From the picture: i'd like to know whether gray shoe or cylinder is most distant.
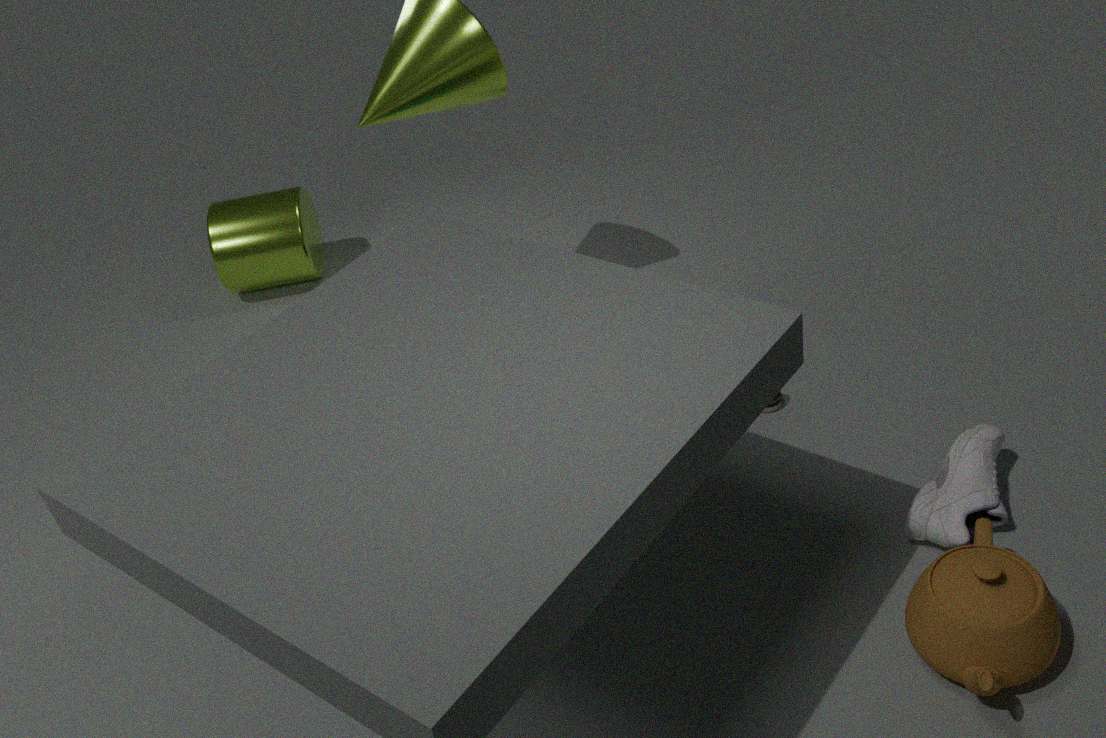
cylinder
